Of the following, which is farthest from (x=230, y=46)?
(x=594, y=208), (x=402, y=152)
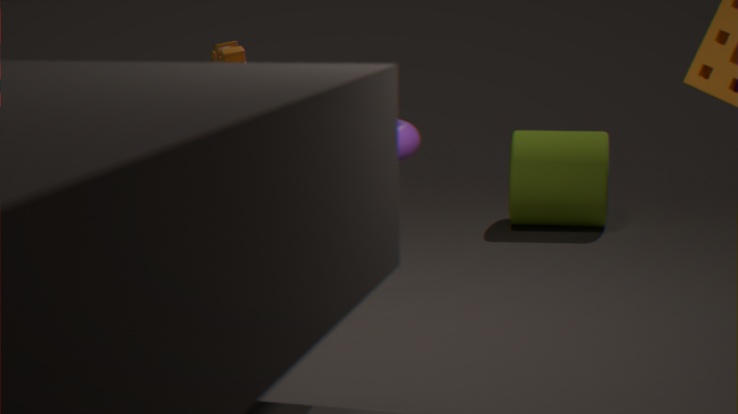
(x=594, y=208)
